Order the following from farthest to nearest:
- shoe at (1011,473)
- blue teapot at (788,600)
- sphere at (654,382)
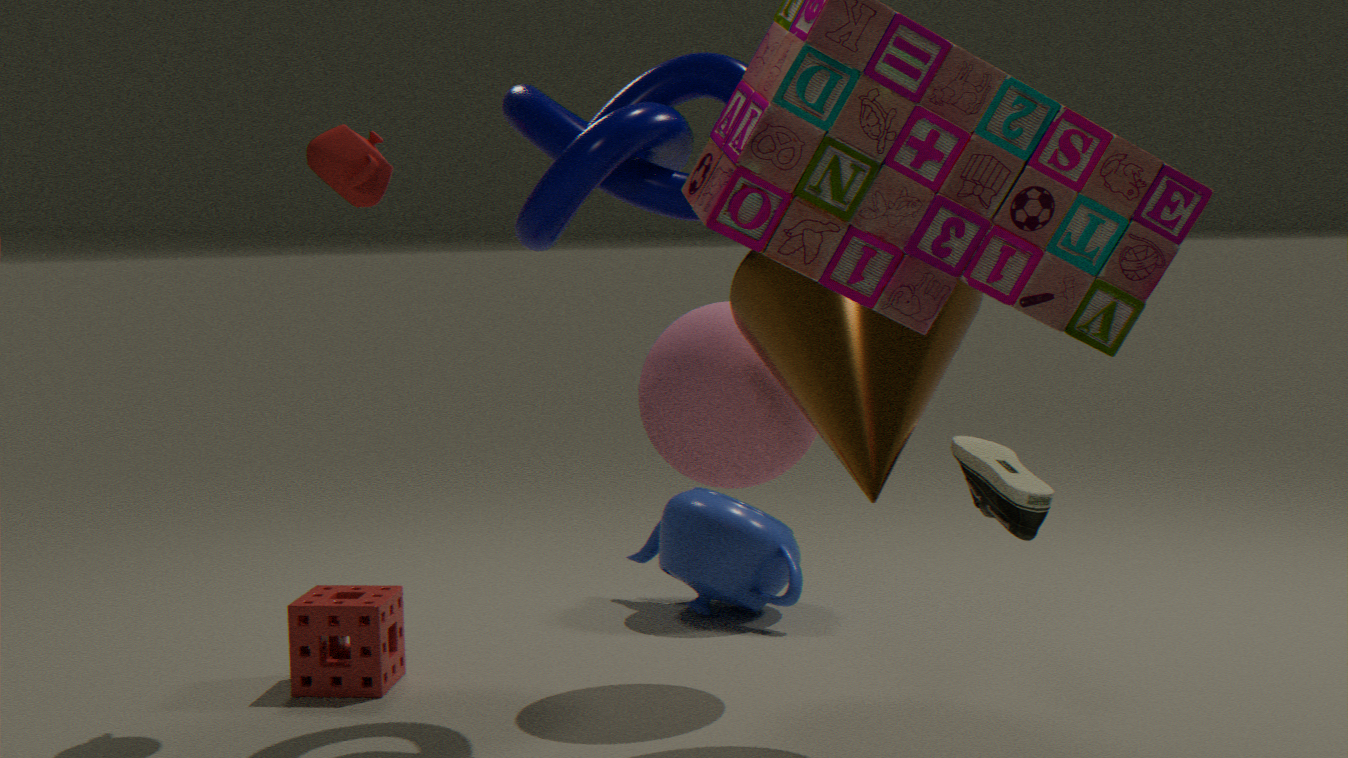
blue teapot at (788,600) → sphere at (654,382) → shoe at (1011,473)
